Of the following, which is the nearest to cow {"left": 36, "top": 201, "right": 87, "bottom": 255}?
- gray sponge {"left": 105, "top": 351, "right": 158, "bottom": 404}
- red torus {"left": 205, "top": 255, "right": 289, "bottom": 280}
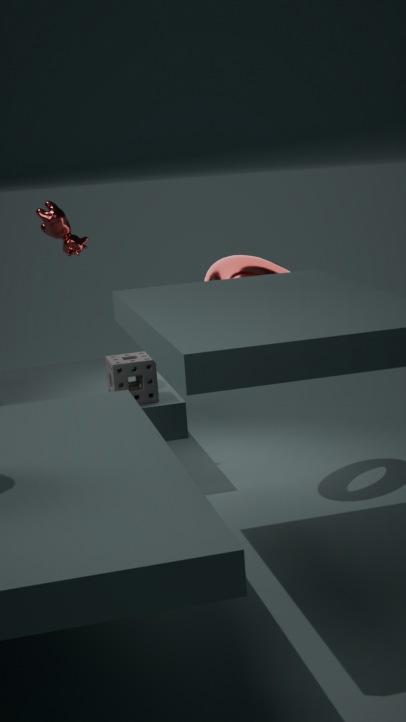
gray sponge {"left": 105, "top": 351, "right": 158, "bottom": 404}
